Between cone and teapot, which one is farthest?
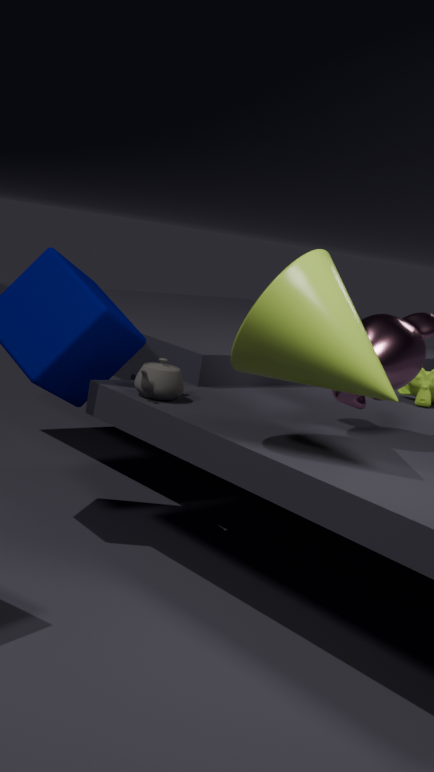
teapot
